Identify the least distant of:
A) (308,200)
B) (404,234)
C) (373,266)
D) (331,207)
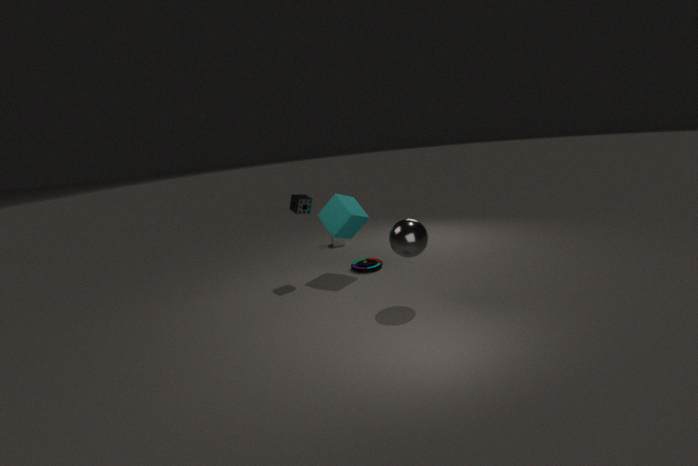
B. (404,234)
